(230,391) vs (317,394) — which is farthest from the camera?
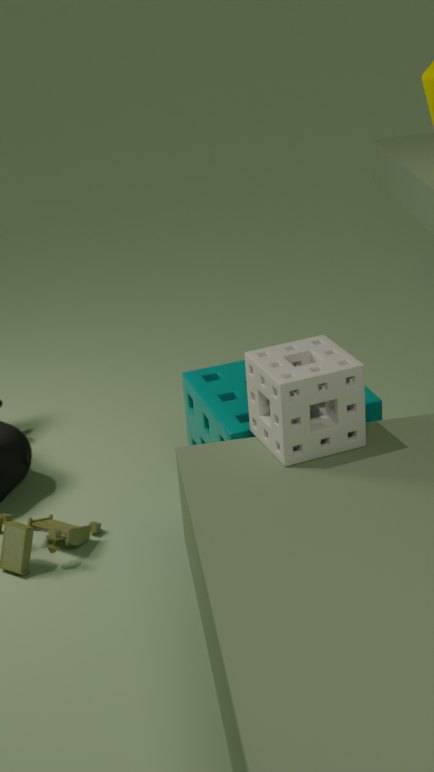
(230,391)
